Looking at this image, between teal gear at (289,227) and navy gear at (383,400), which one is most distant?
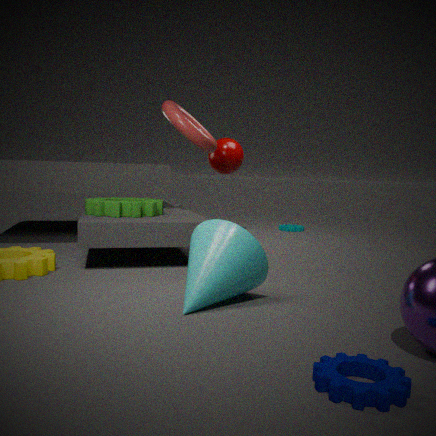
teal gear at (289,227)
